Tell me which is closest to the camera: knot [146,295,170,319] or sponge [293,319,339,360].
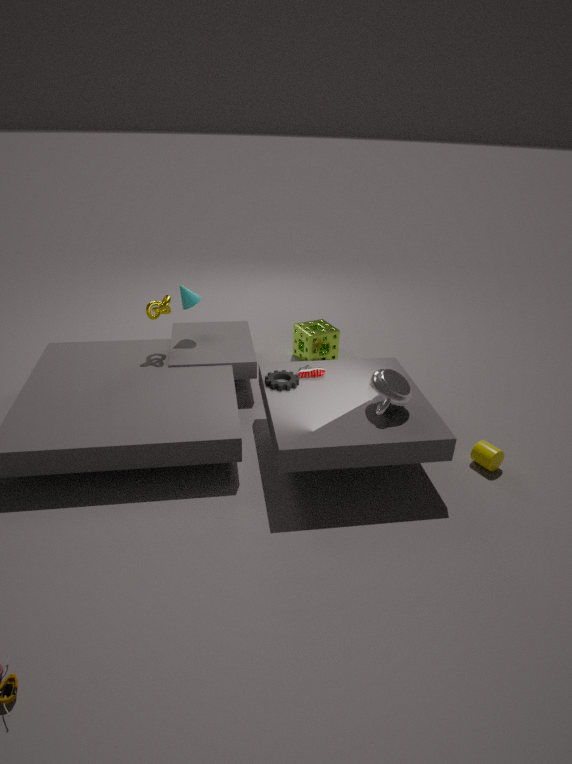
knot [146,295,170,319]
